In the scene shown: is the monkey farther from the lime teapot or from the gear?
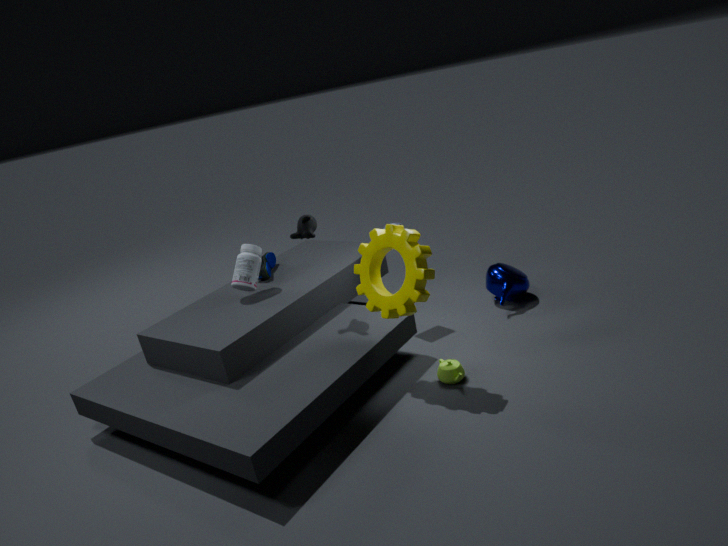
the lime teapot
